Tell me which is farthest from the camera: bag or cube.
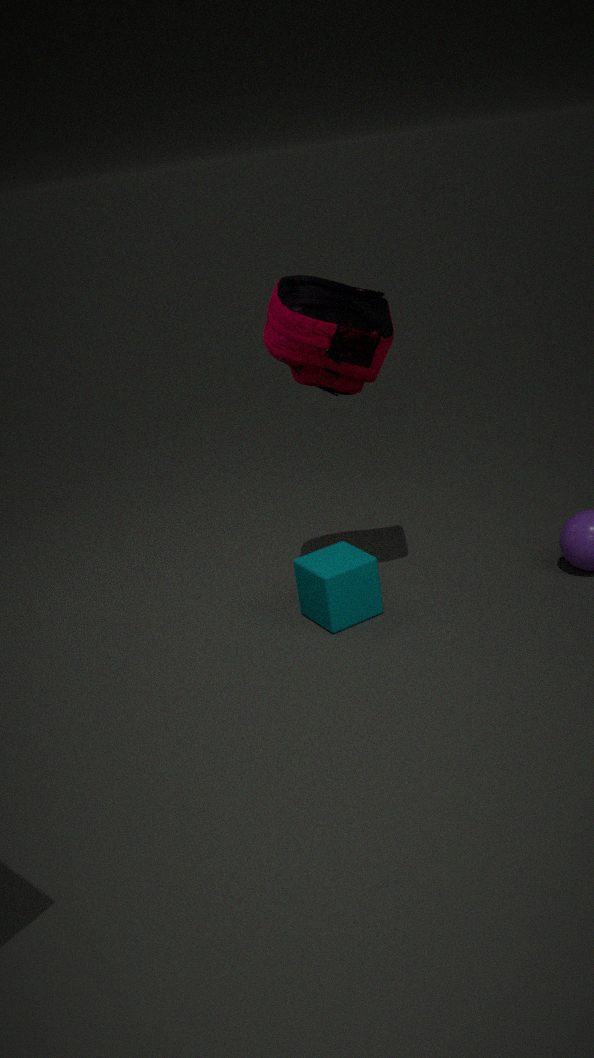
cube
